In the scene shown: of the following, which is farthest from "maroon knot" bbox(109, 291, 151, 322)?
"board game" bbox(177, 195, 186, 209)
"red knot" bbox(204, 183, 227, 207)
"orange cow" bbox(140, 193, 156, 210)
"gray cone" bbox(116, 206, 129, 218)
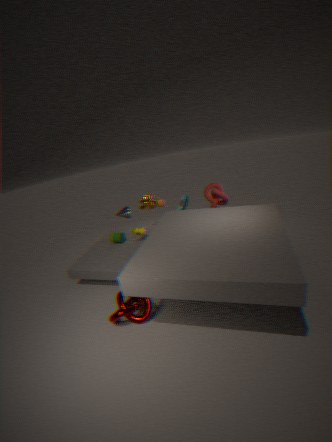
"red knot" bbox(204, 183, 227, 207)
